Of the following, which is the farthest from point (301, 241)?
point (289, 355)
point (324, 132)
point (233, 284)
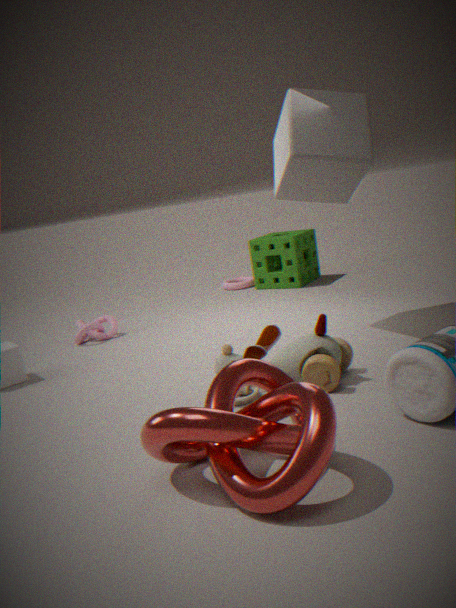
point (289, 355)
